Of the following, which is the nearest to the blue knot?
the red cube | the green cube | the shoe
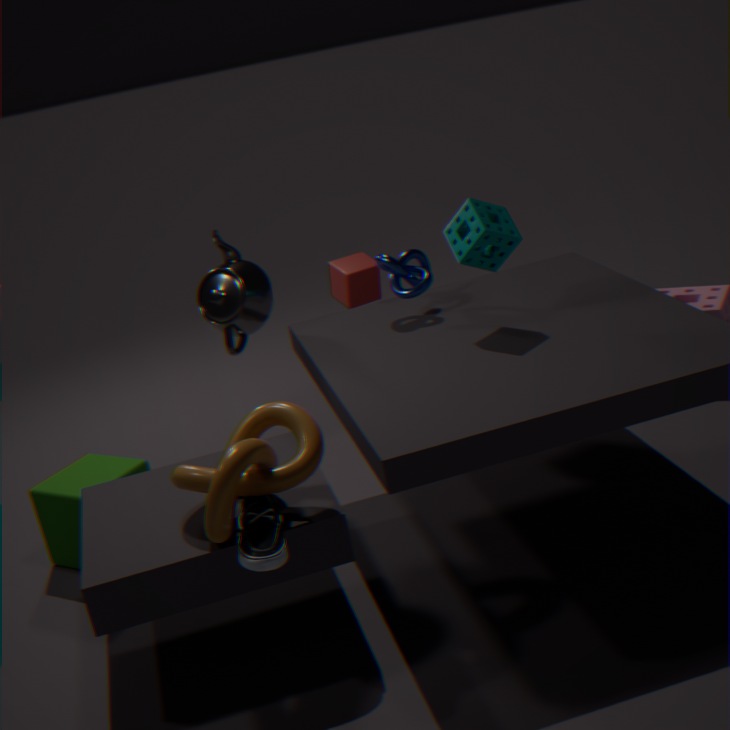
the red cube
